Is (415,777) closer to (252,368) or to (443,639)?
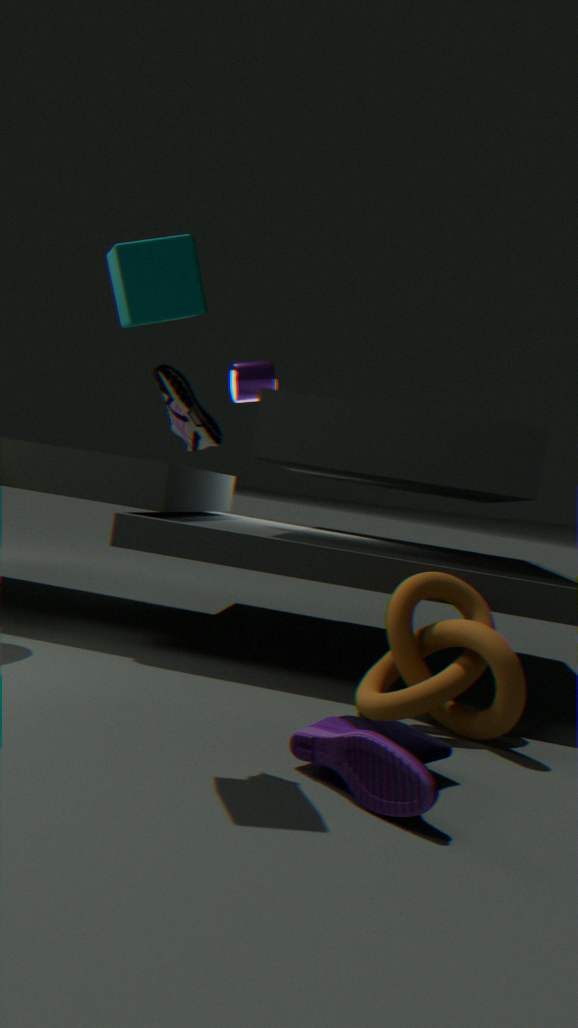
(443,639)
